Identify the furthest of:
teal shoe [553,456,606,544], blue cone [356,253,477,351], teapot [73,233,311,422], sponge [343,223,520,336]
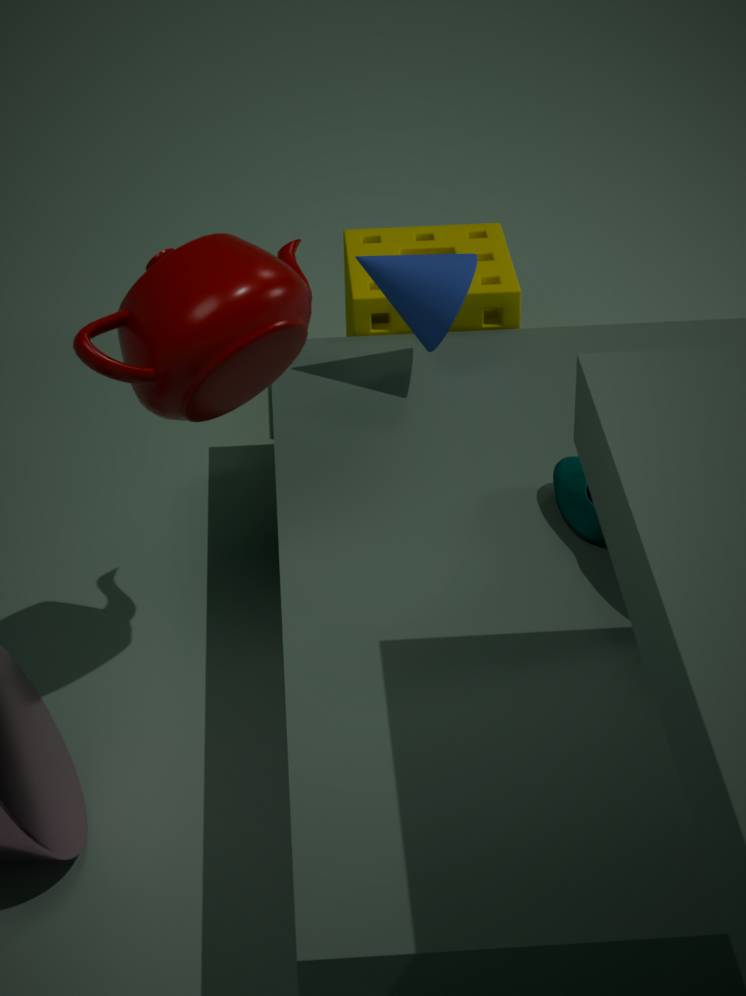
sponge [343,223,520,336]
